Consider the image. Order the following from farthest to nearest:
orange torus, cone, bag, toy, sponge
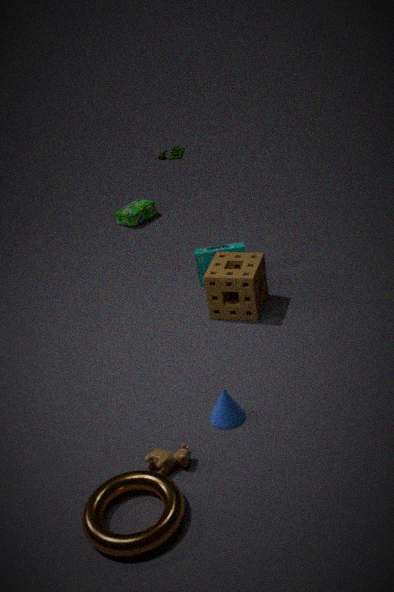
toy < bag < sponge < cone < orange torus
